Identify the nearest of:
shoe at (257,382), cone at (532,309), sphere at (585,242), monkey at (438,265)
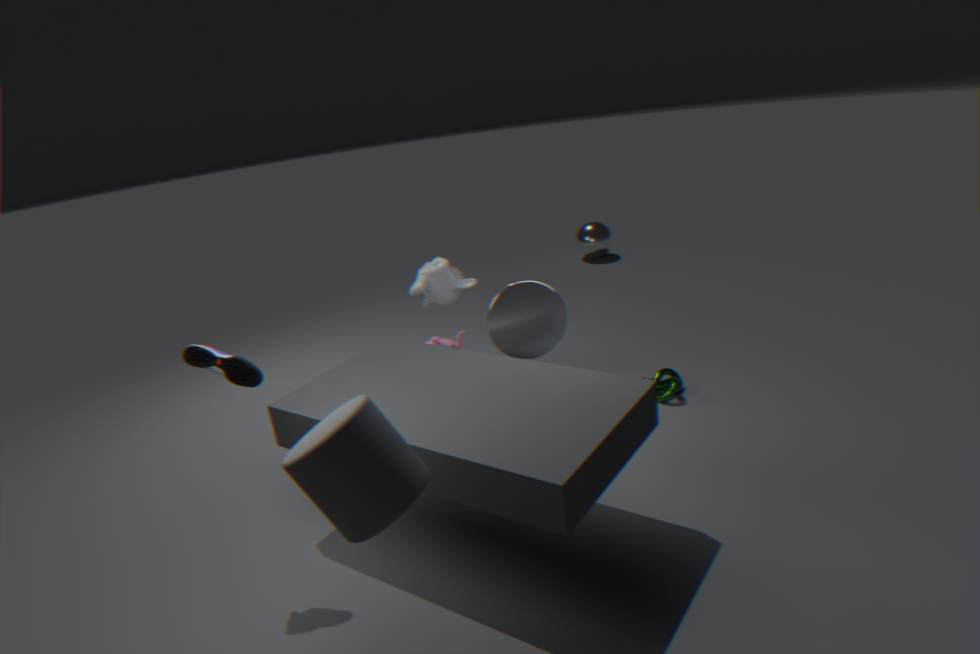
shoe at (257,382)
